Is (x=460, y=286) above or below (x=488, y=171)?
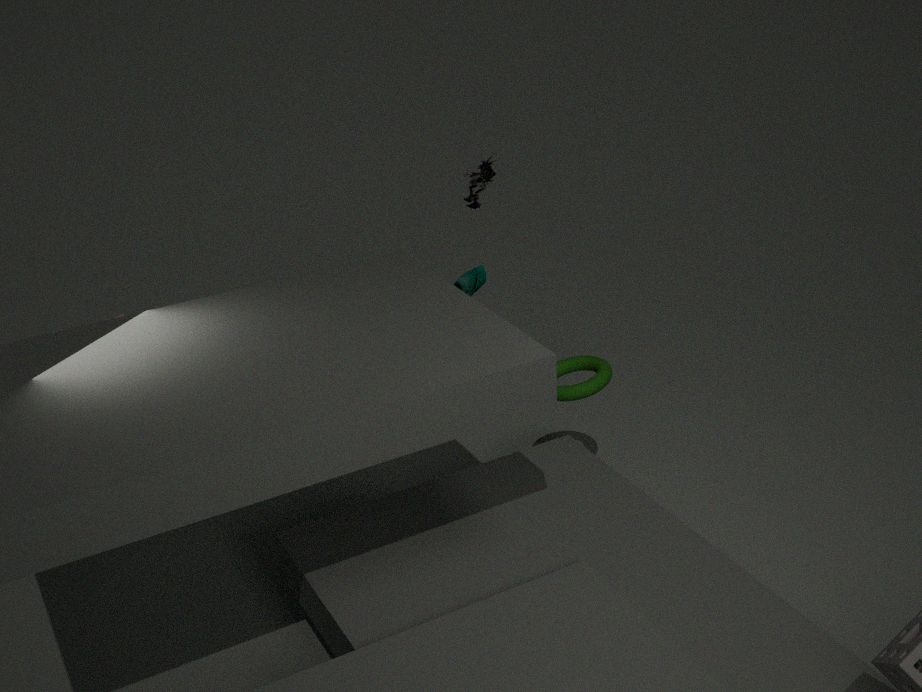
below
